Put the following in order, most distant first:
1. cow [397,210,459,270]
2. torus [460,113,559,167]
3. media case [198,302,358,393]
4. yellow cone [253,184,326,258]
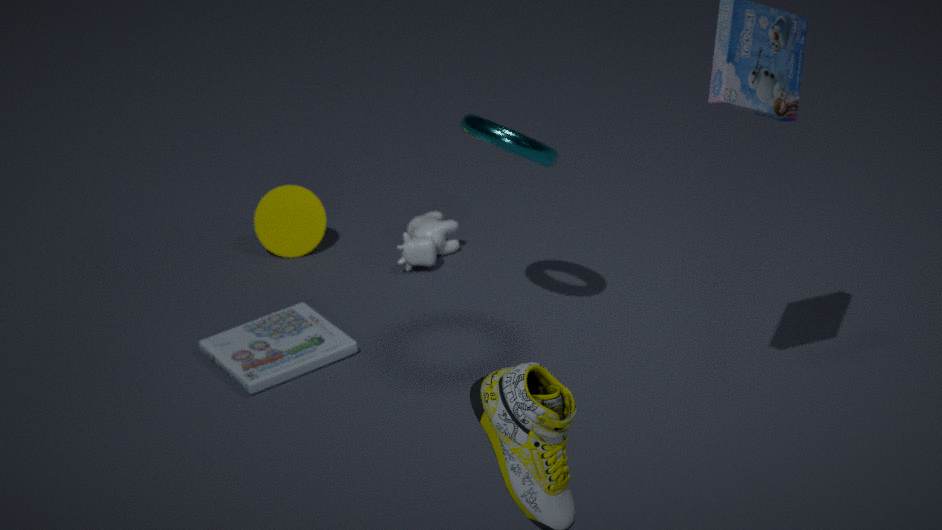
1. yellow cone [253,184,326,258]
2. cow [397,210,459,270]
3. media case [198,302,358,393]
4. torus [460,113,559,167]
